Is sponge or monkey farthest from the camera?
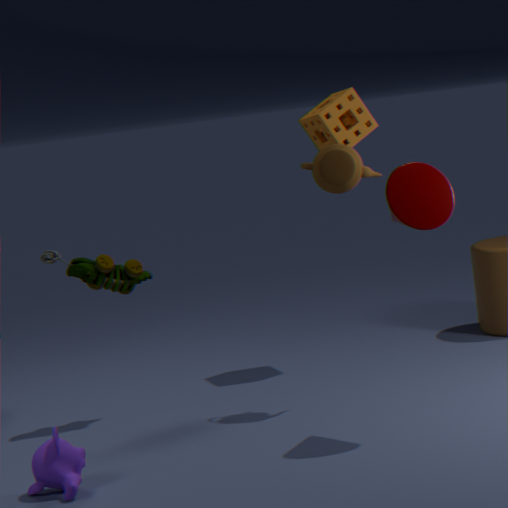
sponge
